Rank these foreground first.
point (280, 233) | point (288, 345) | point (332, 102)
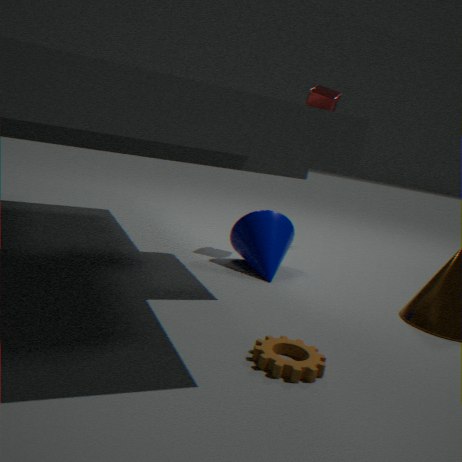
1. point (288, 345)
2. point (280, 233)
3. point (332, 102)
